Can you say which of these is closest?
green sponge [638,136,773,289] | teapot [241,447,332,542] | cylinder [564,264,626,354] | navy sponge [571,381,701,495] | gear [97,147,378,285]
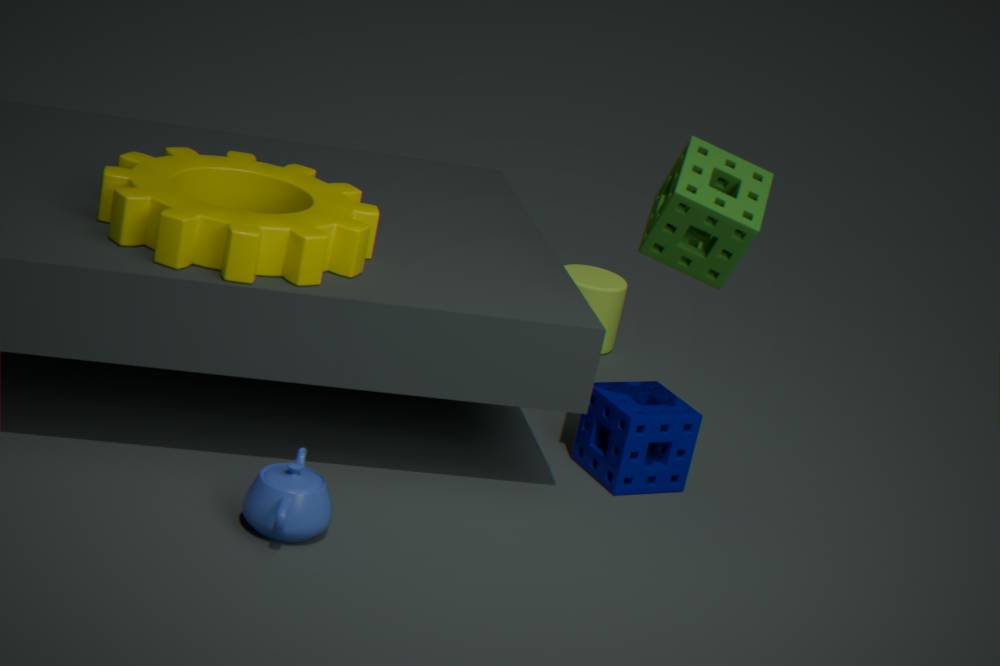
teapot [241,447,332,542]
